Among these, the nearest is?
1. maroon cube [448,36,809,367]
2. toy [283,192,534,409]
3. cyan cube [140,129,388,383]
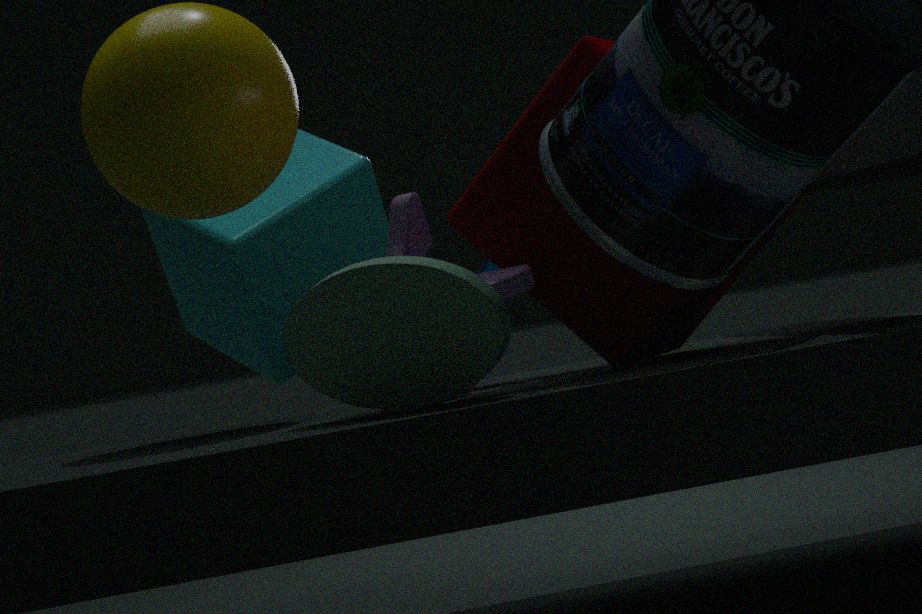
toy [283,192,534,409]
